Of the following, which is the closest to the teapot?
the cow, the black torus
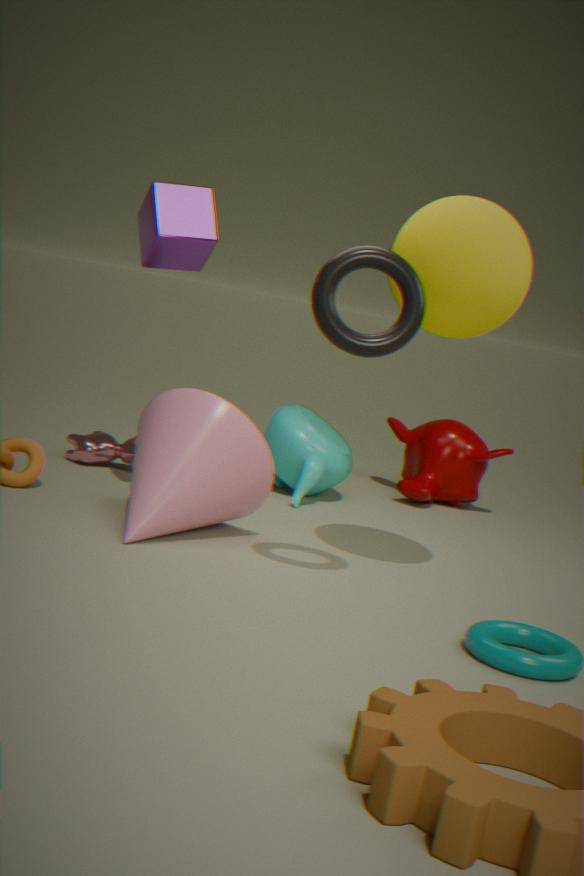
the cow
